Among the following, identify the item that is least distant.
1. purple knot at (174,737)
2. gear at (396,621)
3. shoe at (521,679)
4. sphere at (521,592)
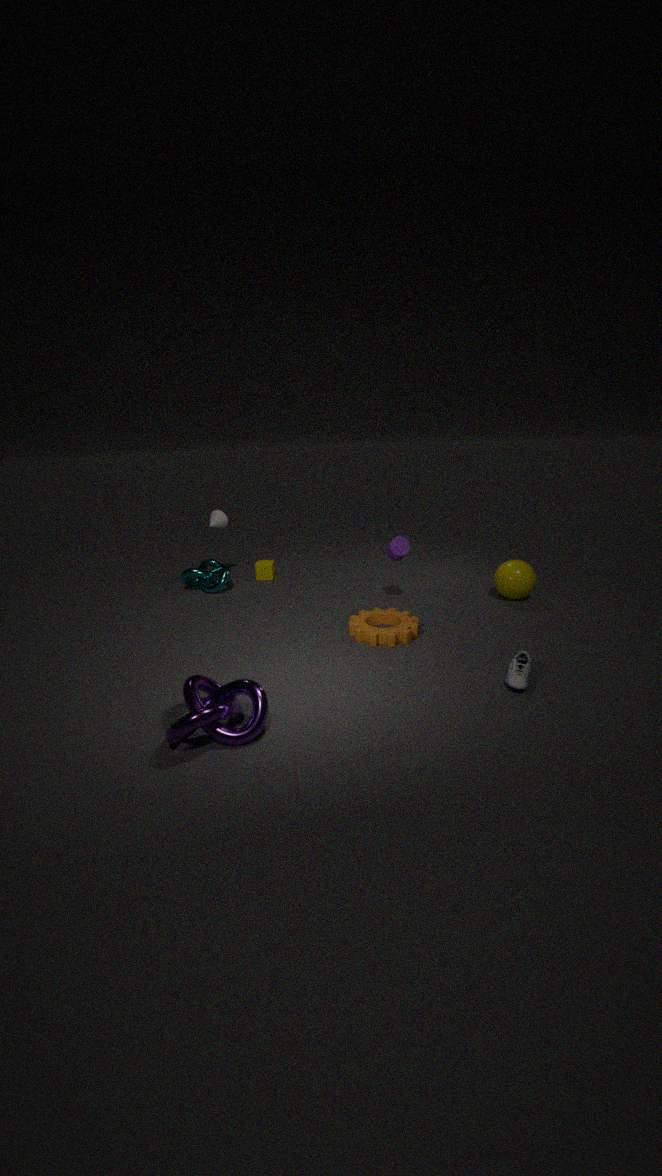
purple knot at (174,737)
